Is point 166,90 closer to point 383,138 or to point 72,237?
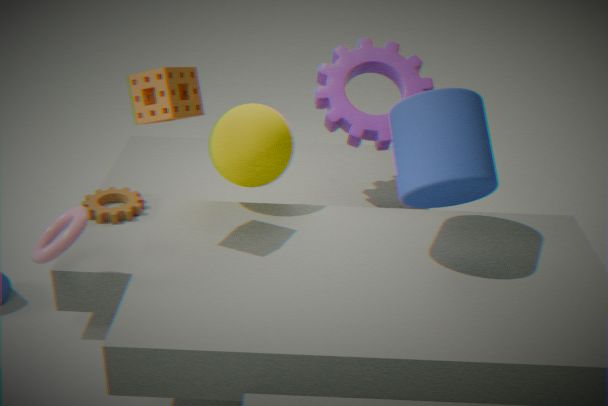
point 72,237
